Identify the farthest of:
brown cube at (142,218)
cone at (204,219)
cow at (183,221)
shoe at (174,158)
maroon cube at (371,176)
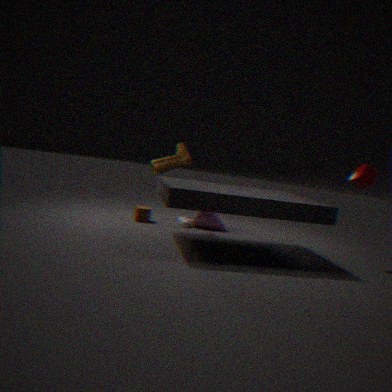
cone at (204,219)
